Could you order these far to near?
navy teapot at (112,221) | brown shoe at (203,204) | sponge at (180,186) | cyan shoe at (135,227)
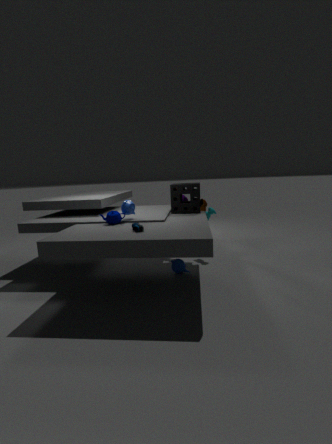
brown shoe at (203,204) < sponge at (180,186) < navy teapot at (112,221) < cyan shoe at (135,227)
